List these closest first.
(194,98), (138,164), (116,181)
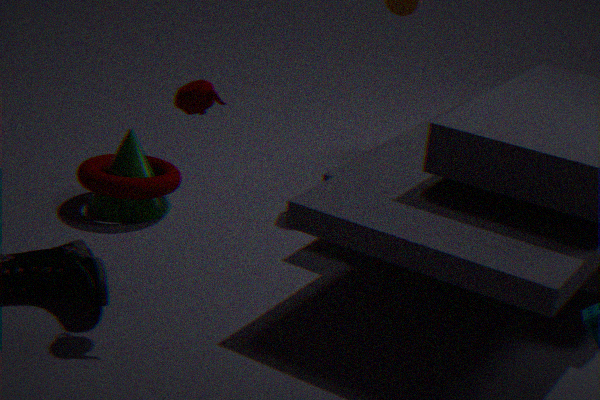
(194,98) < (116,181) < (138,164)
